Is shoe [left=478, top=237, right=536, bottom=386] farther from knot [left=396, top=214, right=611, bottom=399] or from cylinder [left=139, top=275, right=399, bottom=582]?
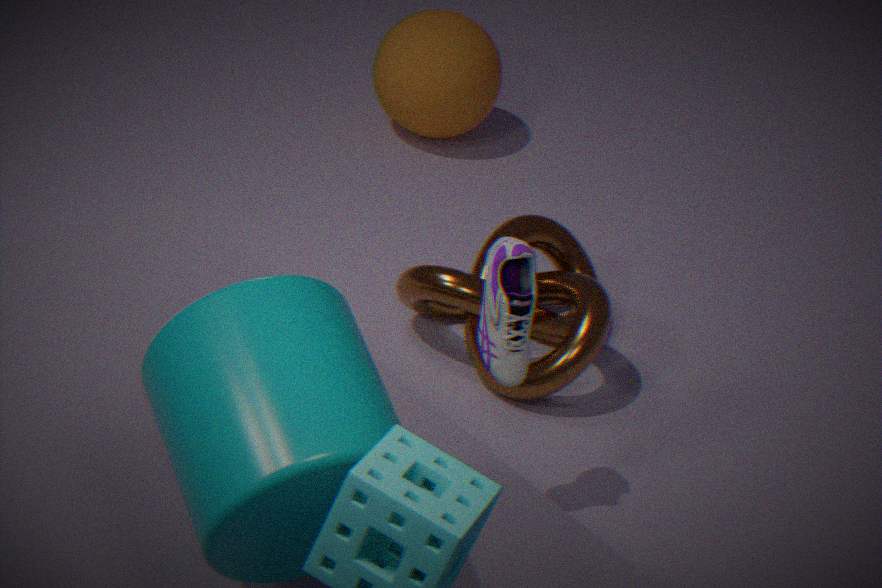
cylinder [left=139, top=275, right=399, bottom=582]
